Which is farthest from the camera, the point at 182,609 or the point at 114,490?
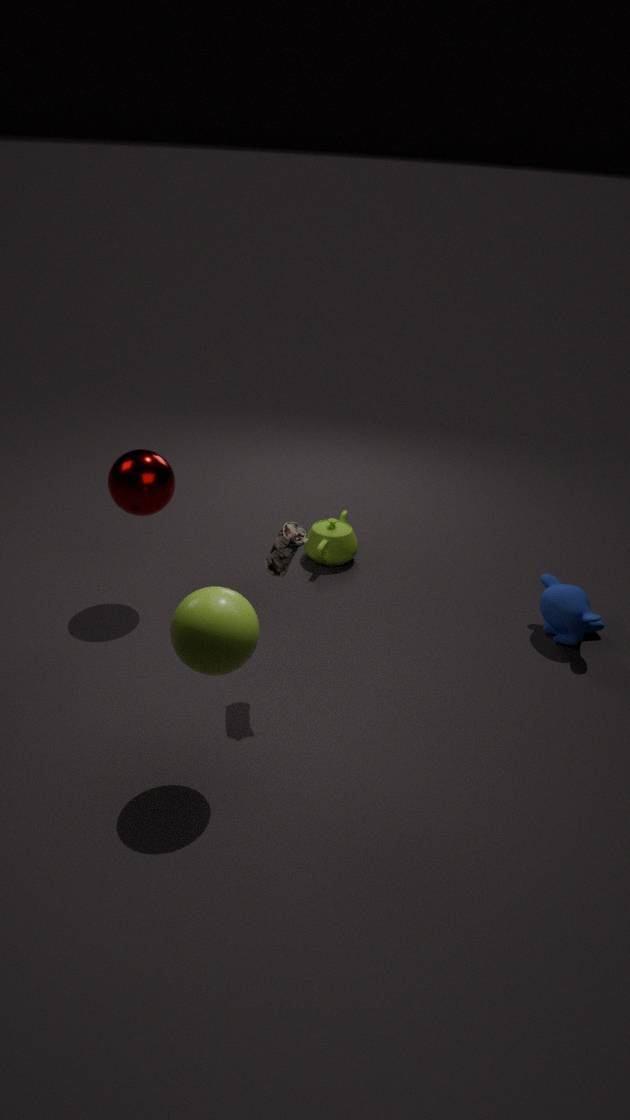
the point at 114,490
